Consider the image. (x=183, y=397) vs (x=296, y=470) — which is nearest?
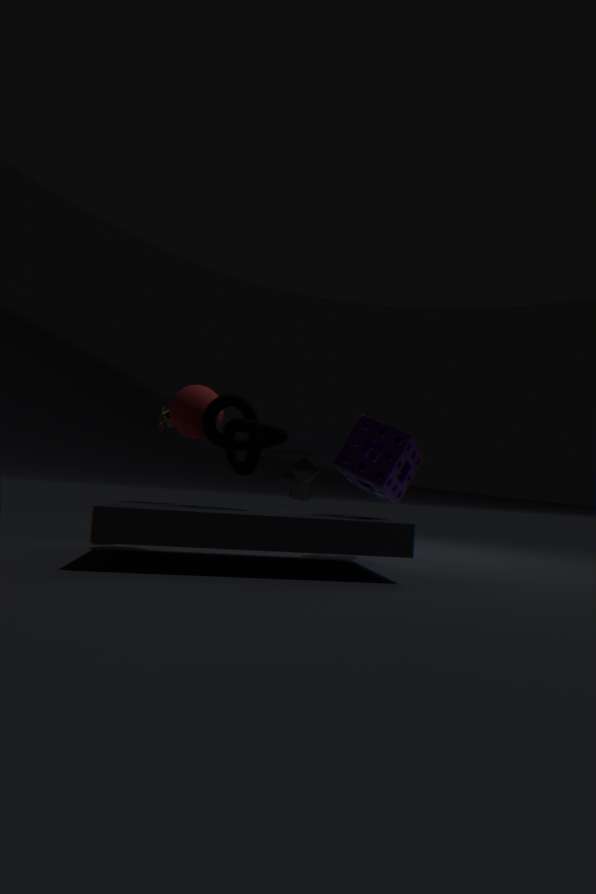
(x=183, y=397)
